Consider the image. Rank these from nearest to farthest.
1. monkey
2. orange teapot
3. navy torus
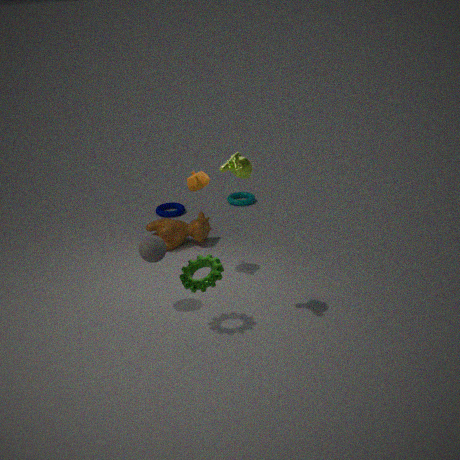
1. monkey
2. orange teapot
3. navy torus
